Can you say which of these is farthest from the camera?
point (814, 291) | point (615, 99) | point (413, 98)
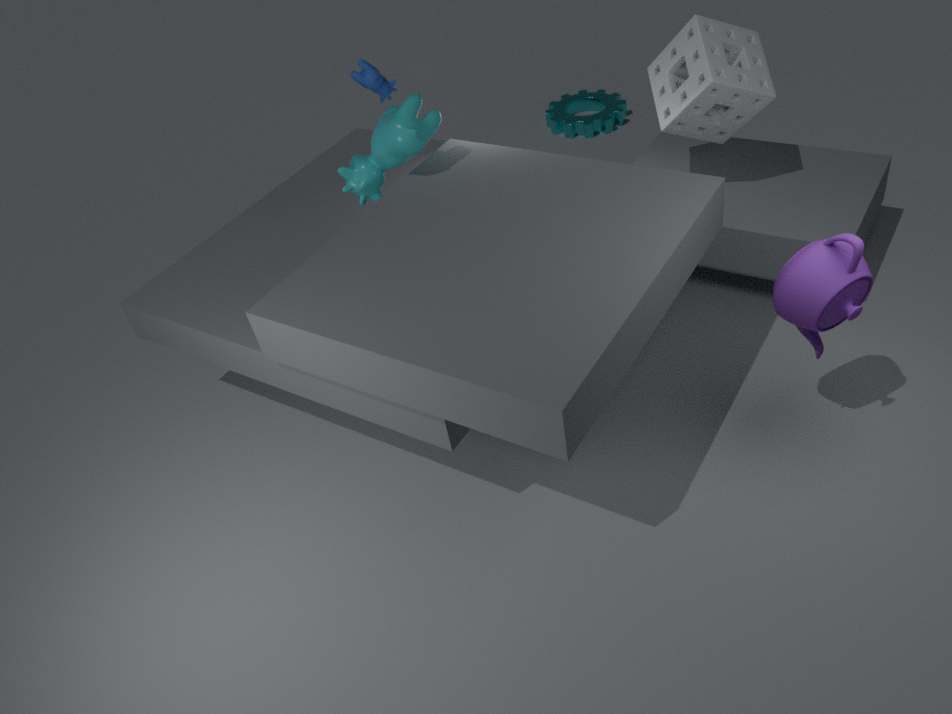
point (615, 99)
